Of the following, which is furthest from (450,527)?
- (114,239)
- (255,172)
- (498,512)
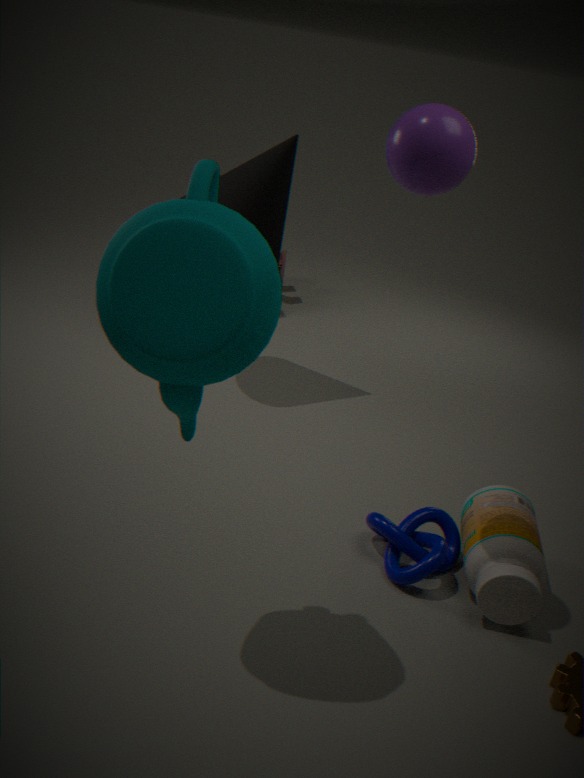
Answer: (255,172)
